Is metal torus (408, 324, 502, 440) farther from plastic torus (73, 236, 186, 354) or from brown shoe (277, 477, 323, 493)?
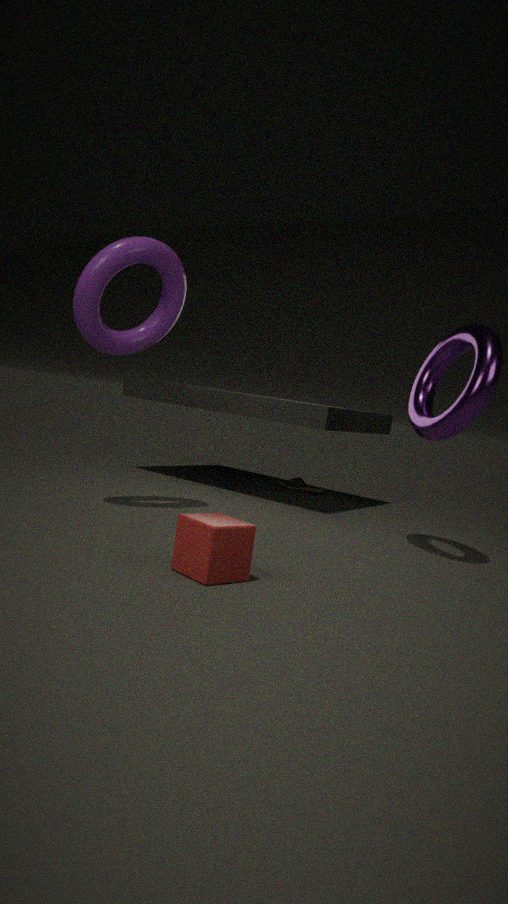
brown shoe (277, 477, 323, 493)
